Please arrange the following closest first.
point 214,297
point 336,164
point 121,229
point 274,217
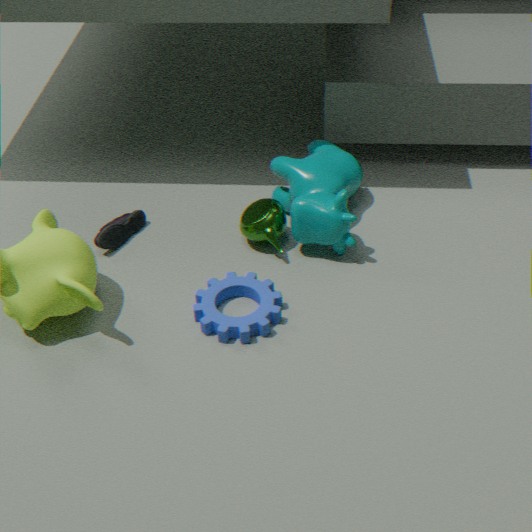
point 214,297
point 274,217
point 121,229
point 336,164
